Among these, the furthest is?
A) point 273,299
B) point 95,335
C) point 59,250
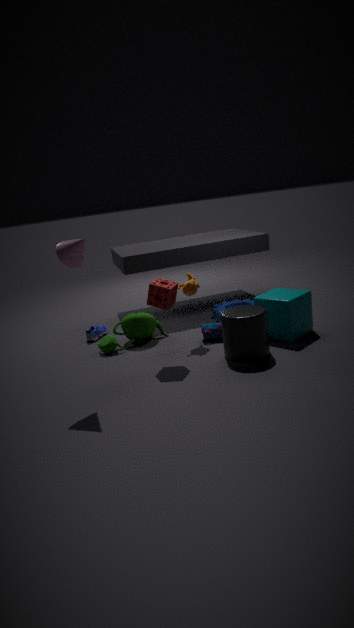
point 95,335
